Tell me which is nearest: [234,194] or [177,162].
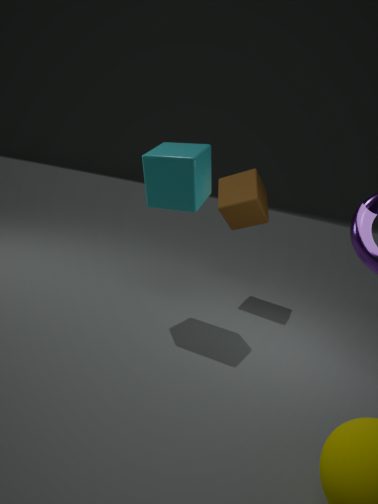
[177,162]
